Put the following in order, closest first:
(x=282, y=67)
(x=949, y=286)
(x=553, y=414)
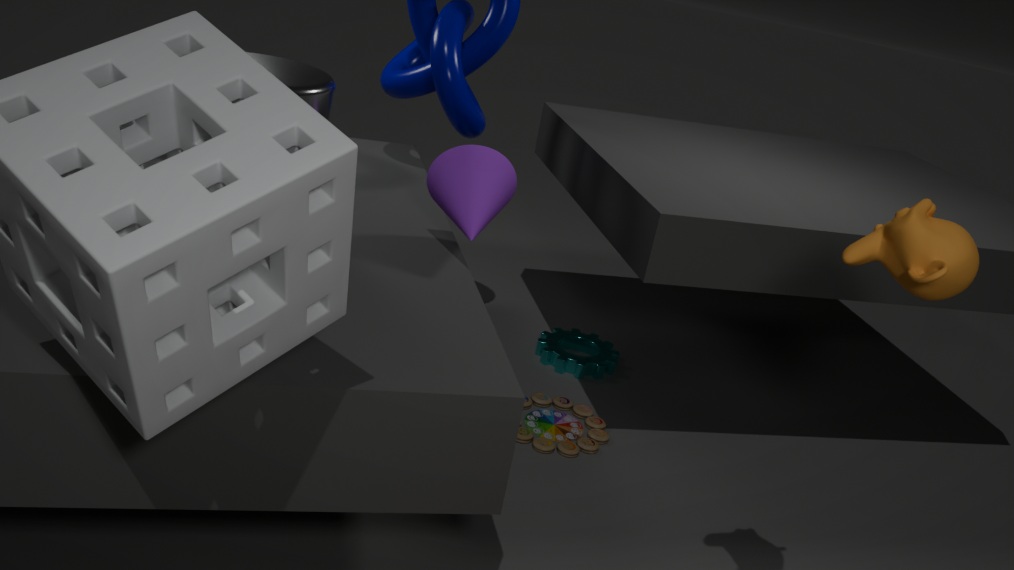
(x=949, y=286) < (x=282, y=67) < (x=553, y=414)
